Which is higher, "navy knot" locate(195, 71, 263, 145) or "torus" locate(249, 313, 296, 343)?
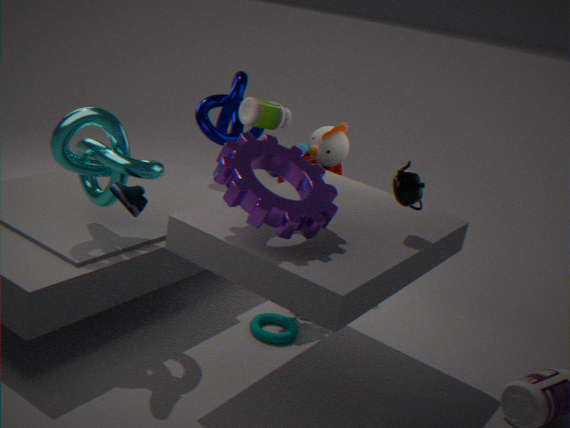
"navy knot" locate(195, 71, 263, 145)
